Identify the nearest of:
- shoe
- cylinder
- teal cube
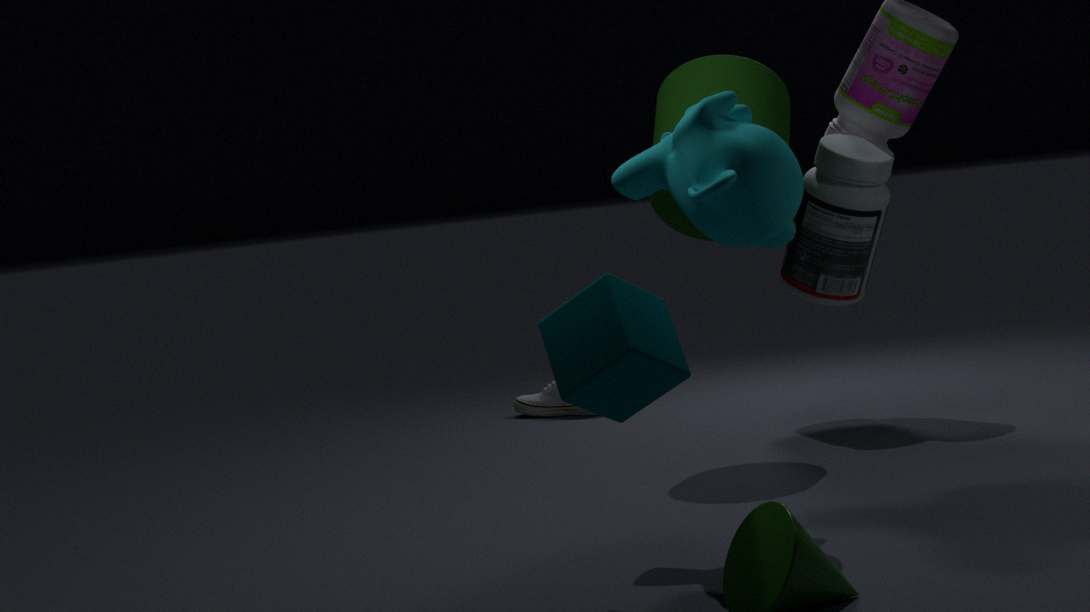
teal cube
